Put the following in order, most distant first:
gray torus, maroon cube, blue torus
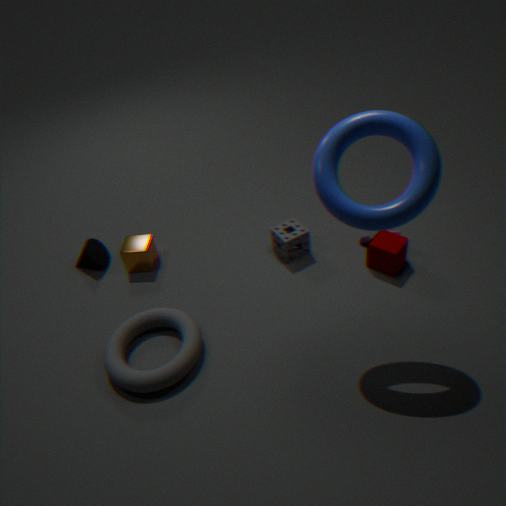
maroon cube
gray torus
blue torus
